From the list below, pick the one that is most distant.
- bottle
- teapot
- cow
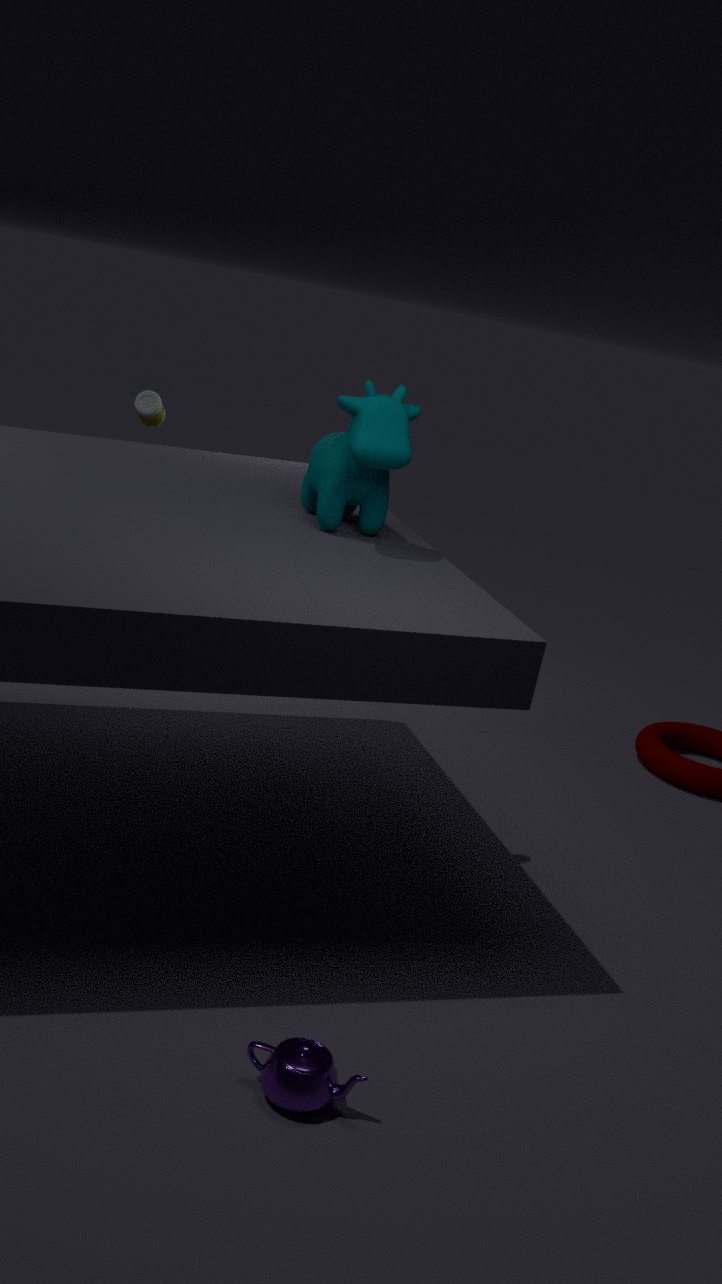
bottle
